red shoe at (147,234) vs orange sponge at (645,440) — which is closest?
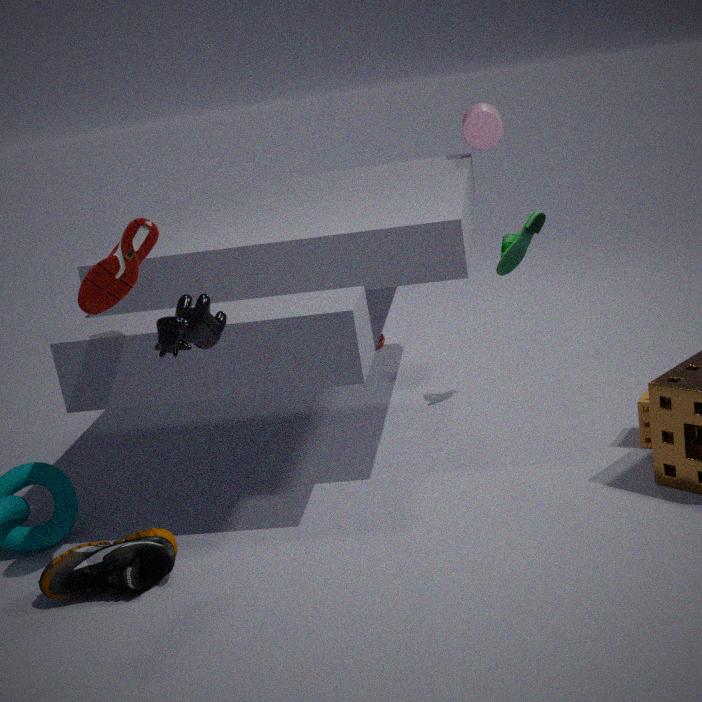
red shoe at (147,234)
